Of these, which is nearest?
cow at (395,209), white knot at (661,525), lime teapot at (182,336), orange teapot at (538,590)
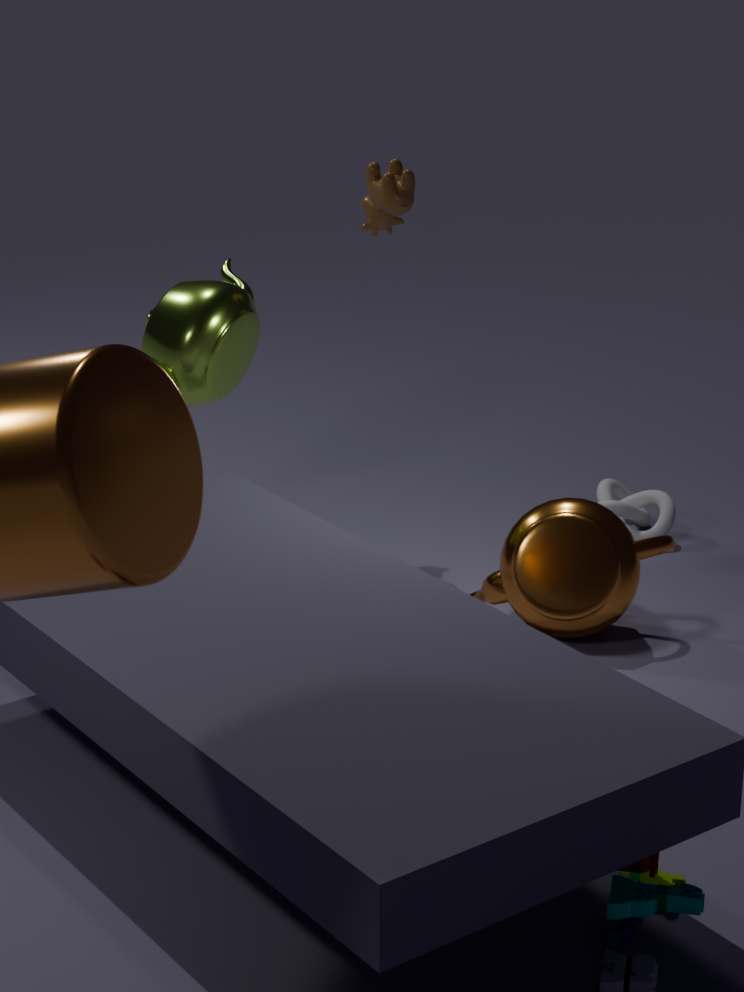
orange teapot at (538,590)
